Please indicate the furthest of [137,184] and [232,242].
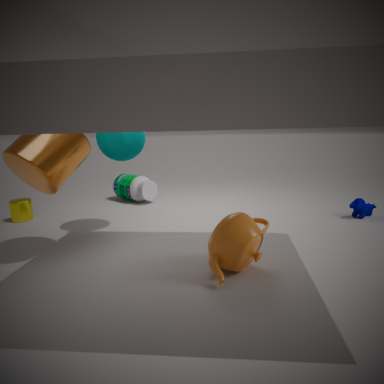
[137,184]
